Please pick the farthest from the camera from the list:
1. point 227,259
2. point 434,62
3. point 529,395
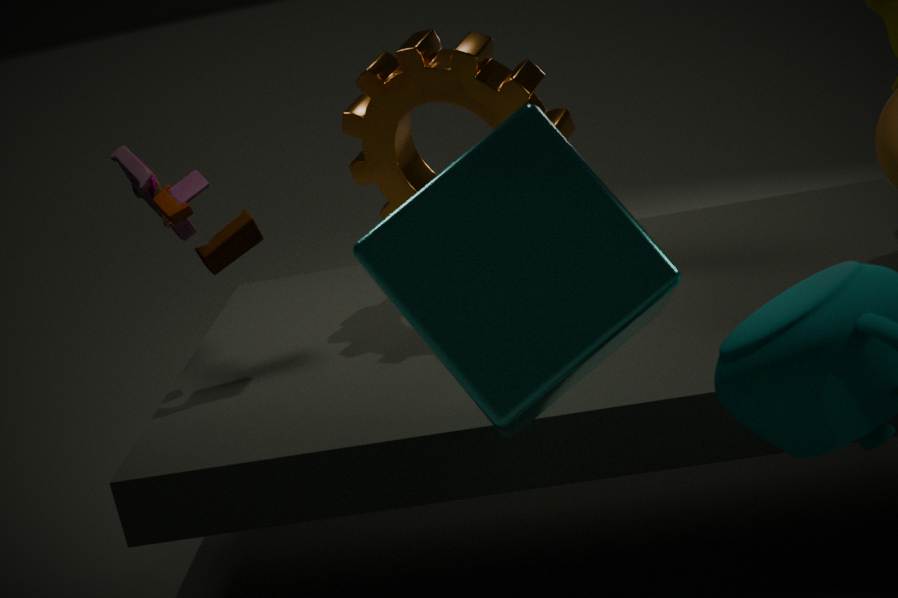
point 434,62
